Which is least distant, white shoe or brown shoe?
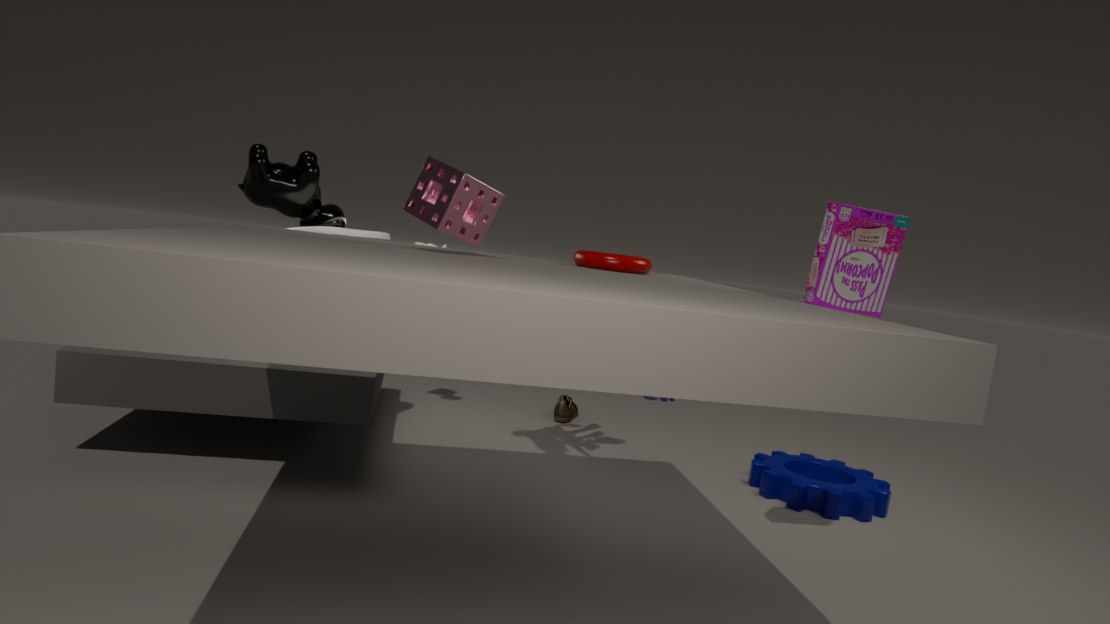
white shoe
